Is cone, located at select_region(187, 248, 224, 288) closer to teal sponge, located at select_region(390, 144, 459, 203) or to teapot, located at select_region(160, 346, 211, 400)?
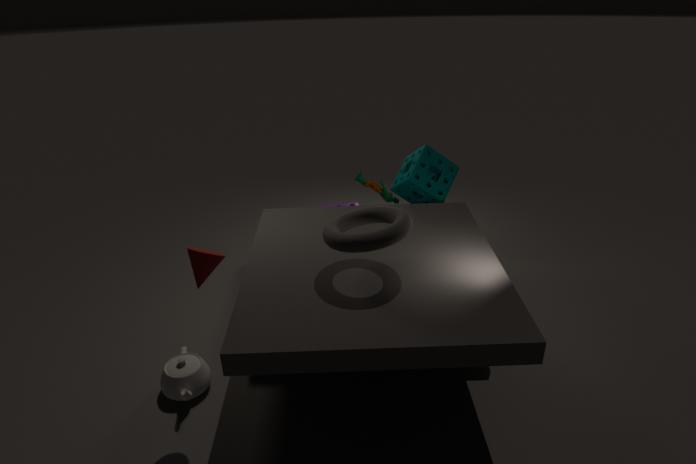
teapot, located at select_region(160, 346, 211, 400)
